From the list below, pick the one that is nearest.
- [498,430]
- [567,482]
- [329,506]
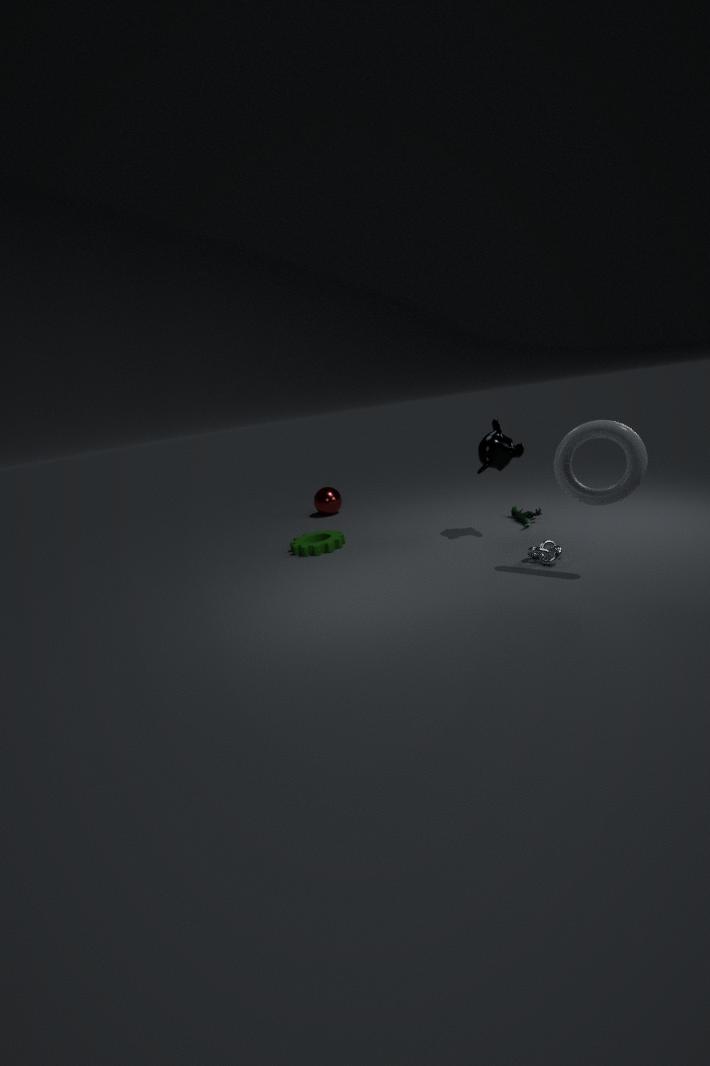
[567,482]
